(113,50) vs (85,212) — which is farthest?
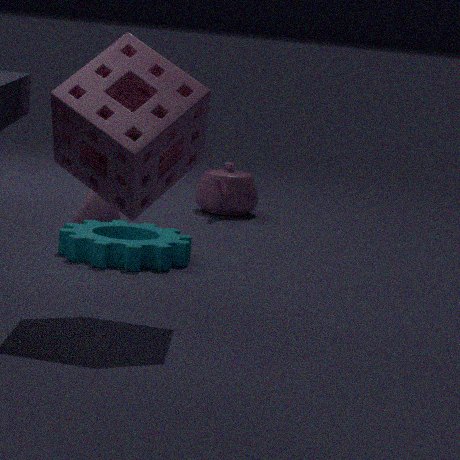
(85,212)
